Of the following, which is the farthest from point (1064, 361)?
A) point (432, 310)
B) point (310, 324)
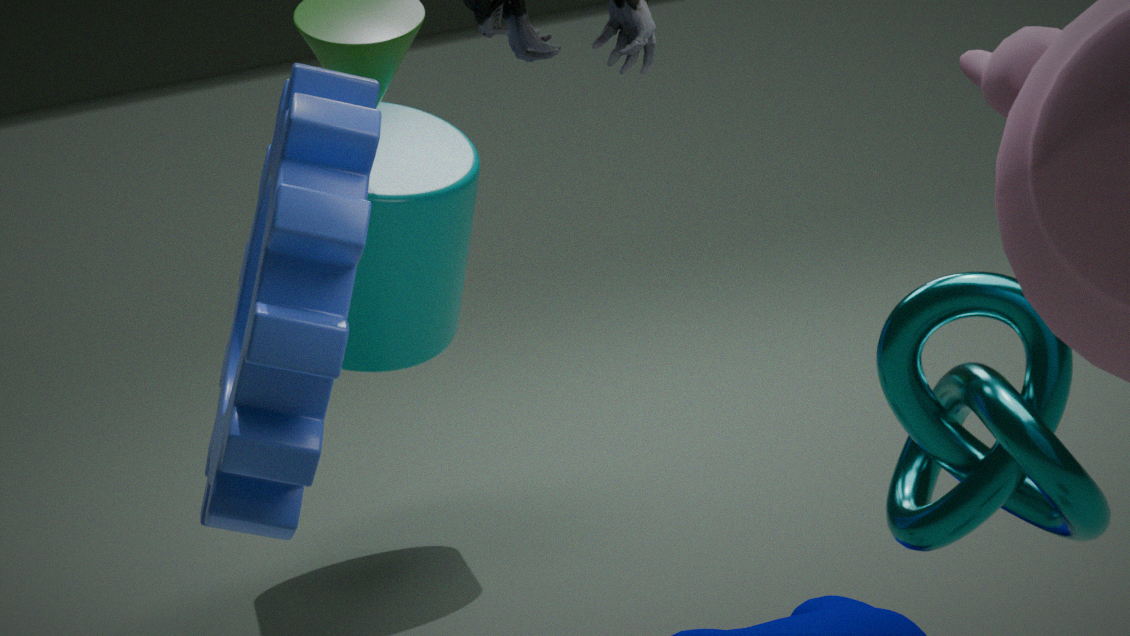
point (432, 310)
